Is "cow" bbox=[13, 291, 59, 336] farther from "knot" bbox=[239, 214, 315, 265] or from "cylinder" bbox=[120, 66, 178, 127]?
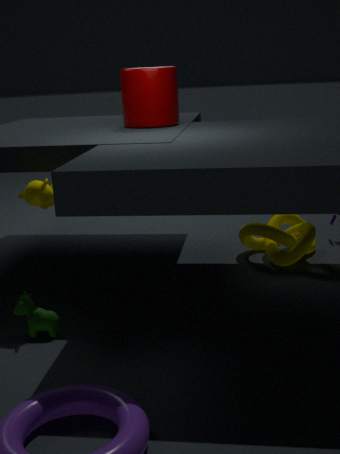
"knot" bbox=[239, 214, 315, 265]
